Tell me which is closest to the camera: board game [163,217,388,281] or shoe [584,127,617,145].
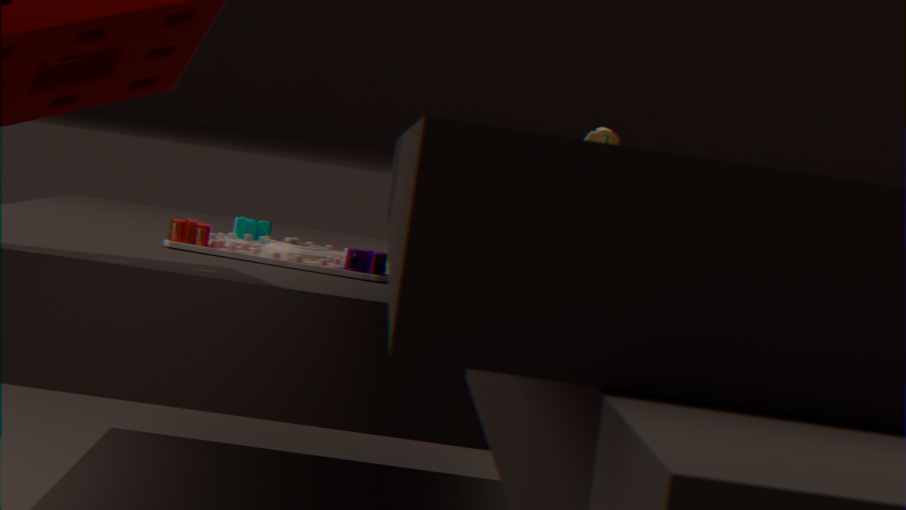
shoe [584,127,617,145]
